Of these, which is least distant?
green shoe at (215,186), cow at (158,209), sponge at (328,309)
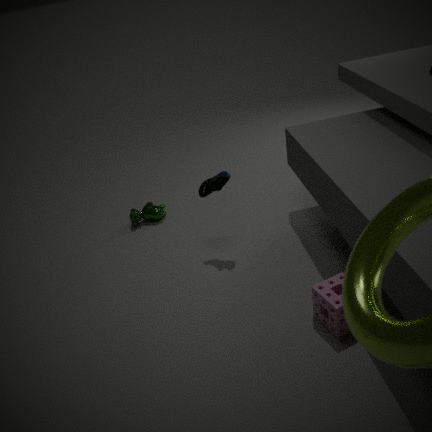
sponge at (328,309)
